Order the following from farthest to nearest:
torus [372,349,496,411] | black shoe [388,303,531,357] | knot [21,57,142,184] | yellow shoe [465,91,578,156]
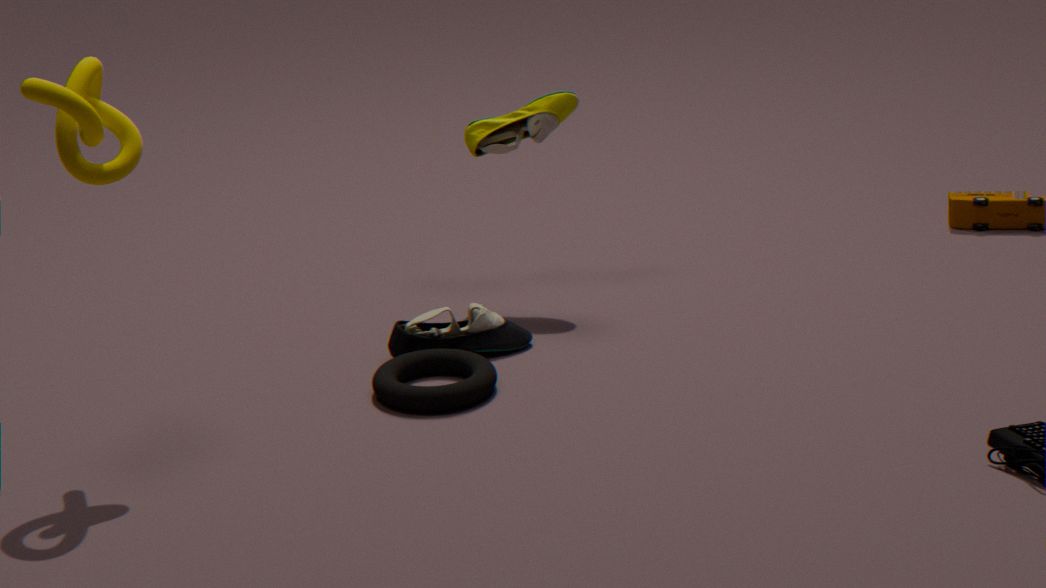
yellow shoe [465,91,578,156]
black shoe [388,303,531,357]
torus [372,349,496,411]
knot [21,57,142,184]
